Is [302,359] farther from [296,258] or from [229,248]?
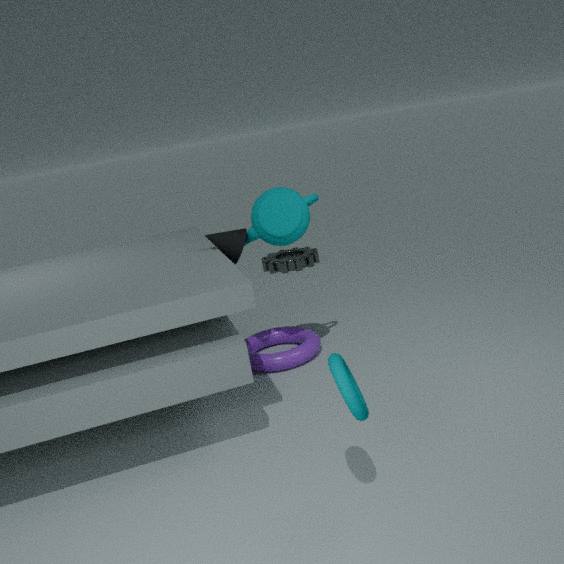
[296,258]
